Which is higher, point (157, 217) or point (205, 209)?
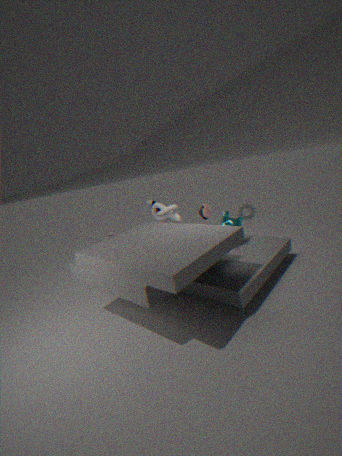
point (205, 209)
